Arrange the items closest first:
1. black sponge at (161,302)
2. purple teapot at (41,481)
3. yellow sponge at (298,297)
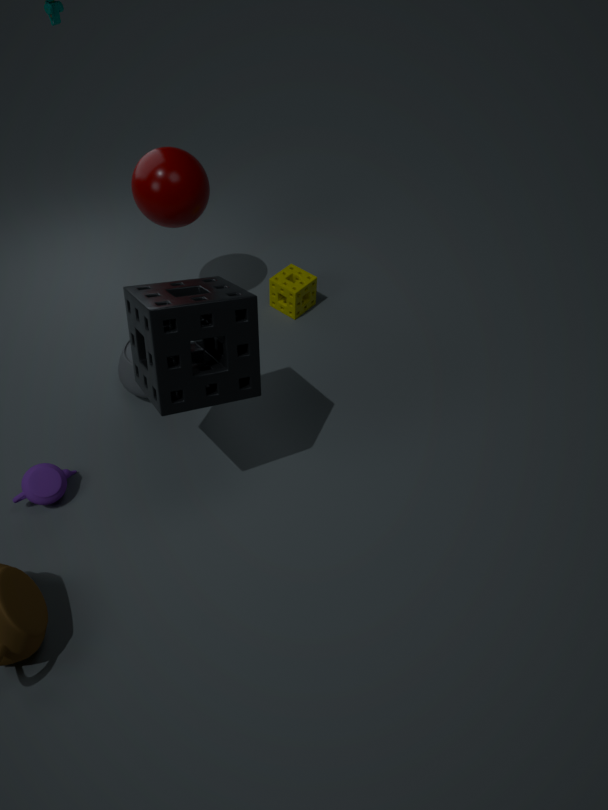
black sponge at (161,302) < purple teapot at (41,481) < yellow sponge at (298,297)
